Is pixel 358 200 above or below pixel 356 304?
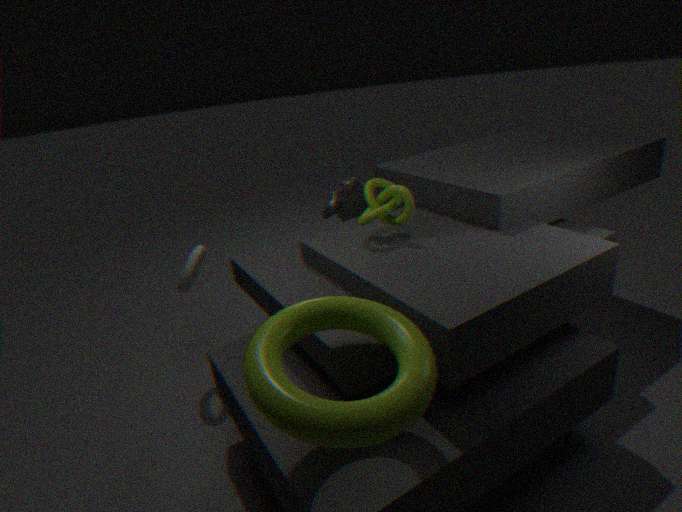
below
